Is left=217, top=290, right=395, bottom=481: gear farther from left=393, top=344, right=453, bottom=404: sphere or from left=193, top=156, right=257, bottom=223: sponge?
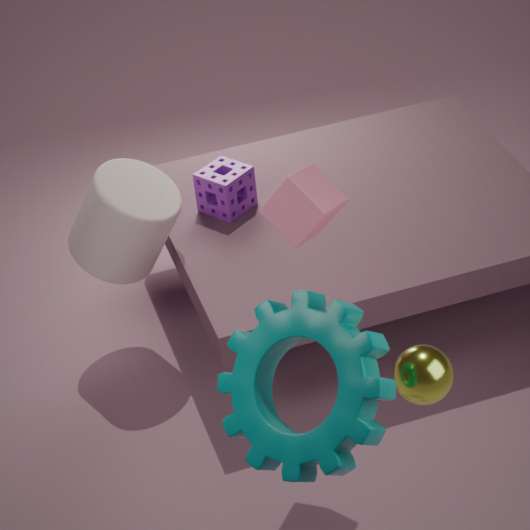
left=193, top=156, right=257, bottom=223: sponge
